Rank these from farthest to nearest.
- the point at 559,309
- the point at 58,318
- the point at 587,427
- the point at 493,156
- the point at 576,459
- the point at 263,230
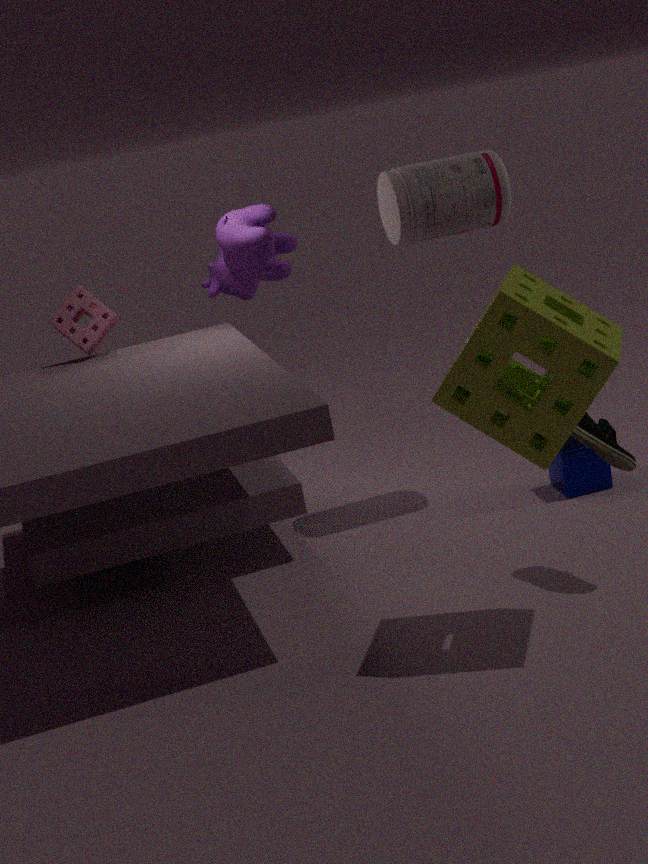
the point at 58,318
the point at 263,230
the point at 576,459
the point at 493,156
the point at 587,427
the point at 559,309
